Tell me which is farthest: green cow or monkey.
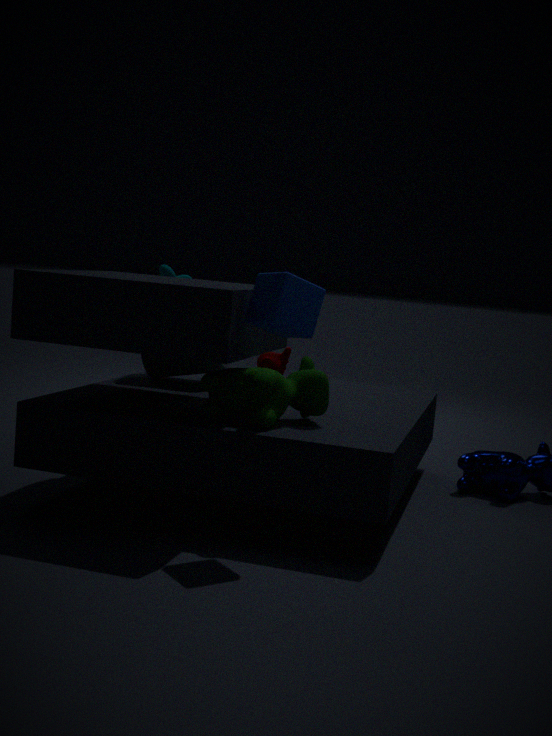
monkey
